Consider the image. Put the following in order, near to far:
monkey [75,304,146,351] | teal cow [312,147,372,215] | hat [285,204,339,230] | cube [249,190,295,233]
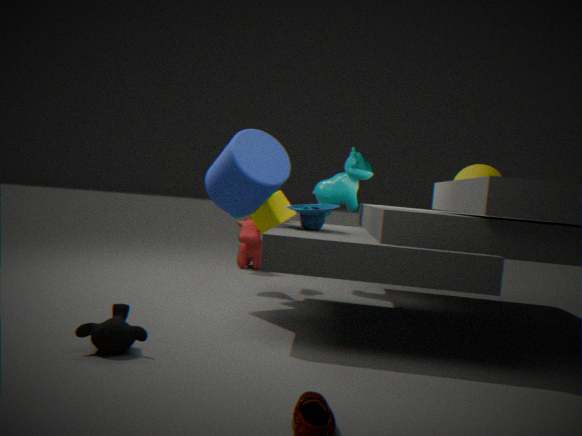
1. monkey [75,304,146,351]
2. hat [285,204,339,230]
3. cube [249,190,295,233]
4. teal cow [312,147,372,215]
